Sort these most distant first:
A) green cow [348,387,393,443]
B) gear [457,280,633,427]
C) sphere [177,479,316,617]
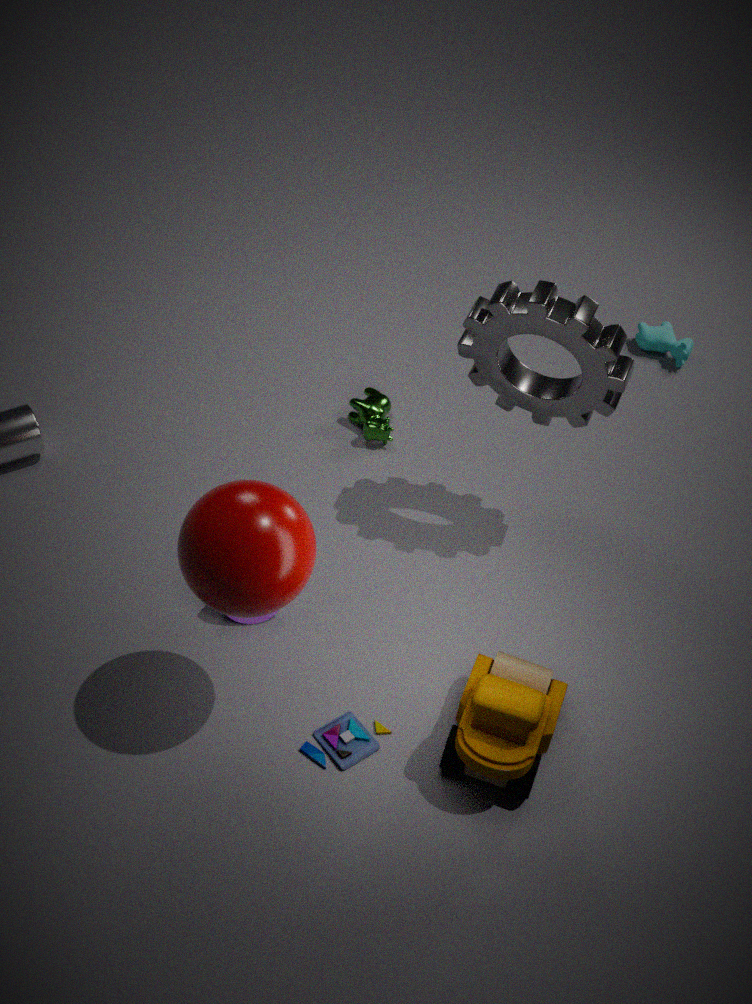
1. green cow [348,387,393,443]
2. gear [457,280,633,427]
3. sphere [177,479,316,617]
